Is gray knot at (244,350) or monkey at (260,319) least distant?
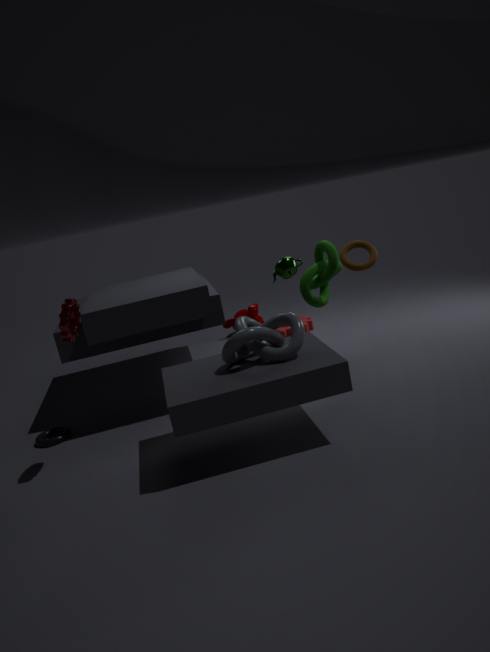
gray knot at (244,350)
